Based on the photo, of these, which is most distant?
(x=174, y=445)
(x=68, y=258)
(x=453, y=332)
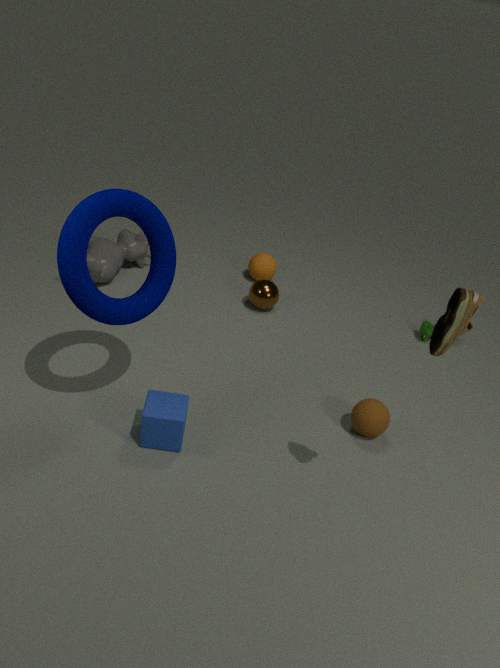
(x=174, y=445)
